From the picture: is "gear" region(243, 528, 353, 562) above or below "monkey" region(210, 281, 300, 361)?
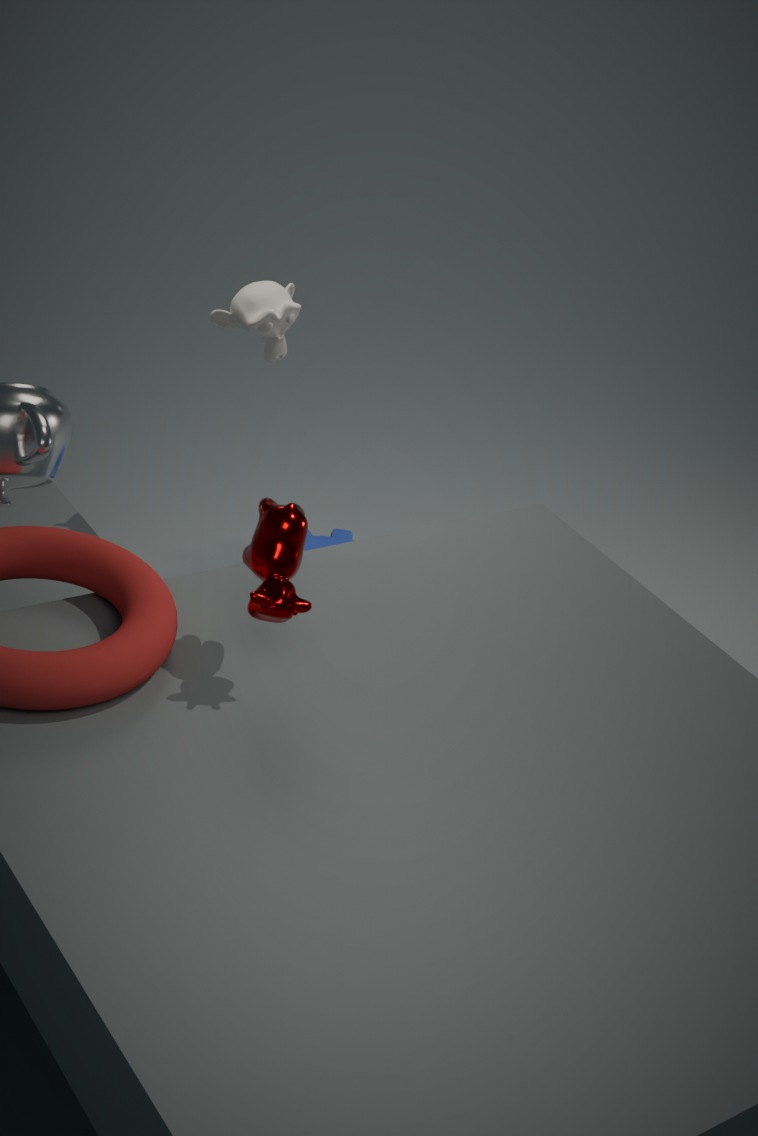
below
